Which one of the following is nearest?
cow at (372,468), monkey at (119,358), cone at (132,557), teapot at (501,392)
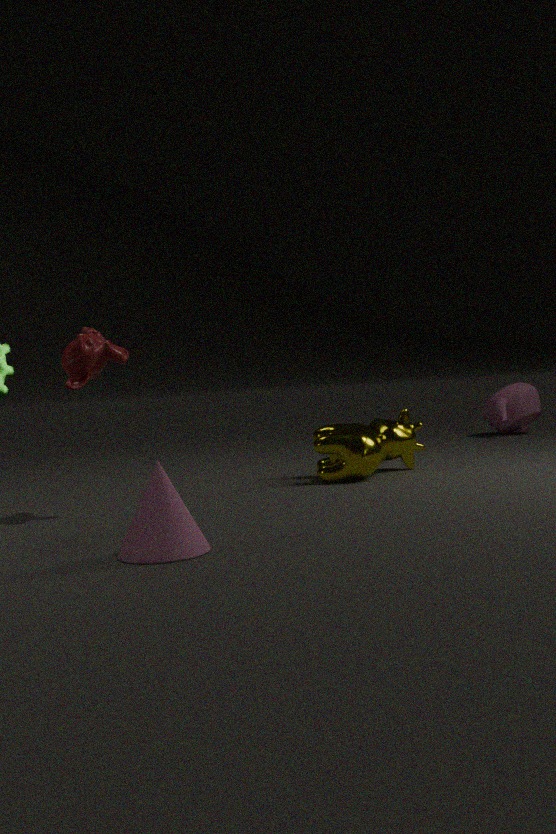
cone at (132,557)
